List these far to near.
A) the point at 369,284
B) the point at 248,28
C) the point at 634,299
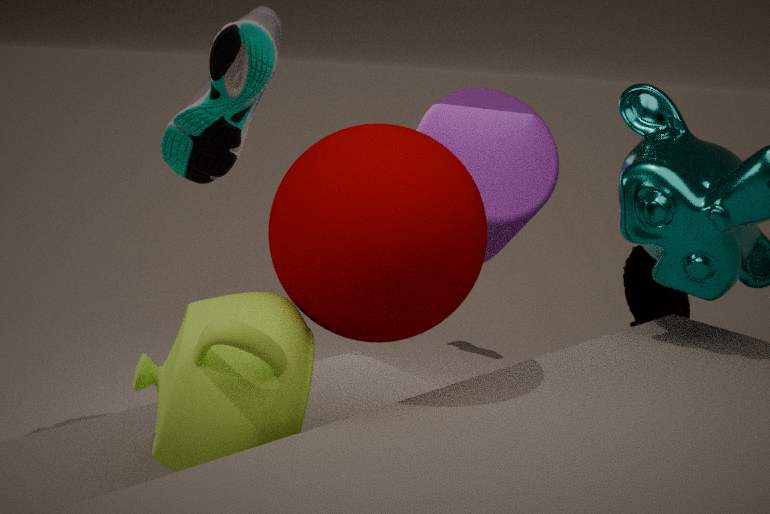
the point at 634,299 < the point at 248,28 < the point at 369,284
